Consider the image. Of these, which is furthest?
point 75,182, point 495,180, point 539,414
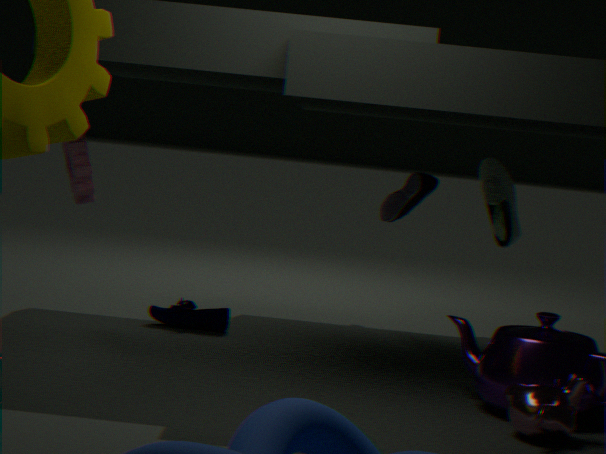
point 495,180
